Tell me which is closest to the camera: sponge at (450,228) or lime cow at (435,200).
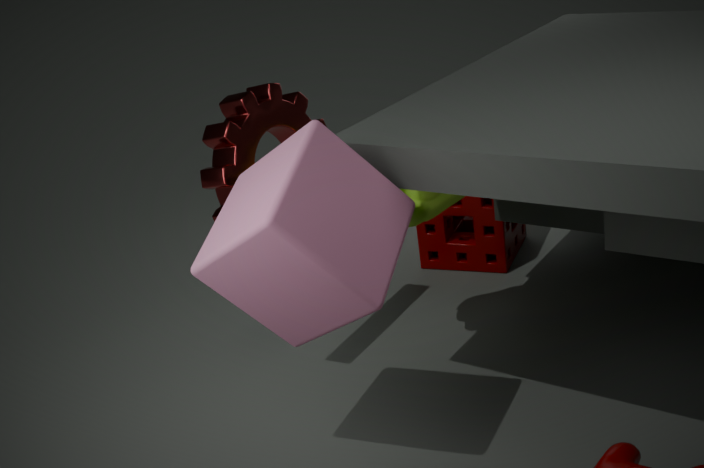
lime cow at (435,200)
